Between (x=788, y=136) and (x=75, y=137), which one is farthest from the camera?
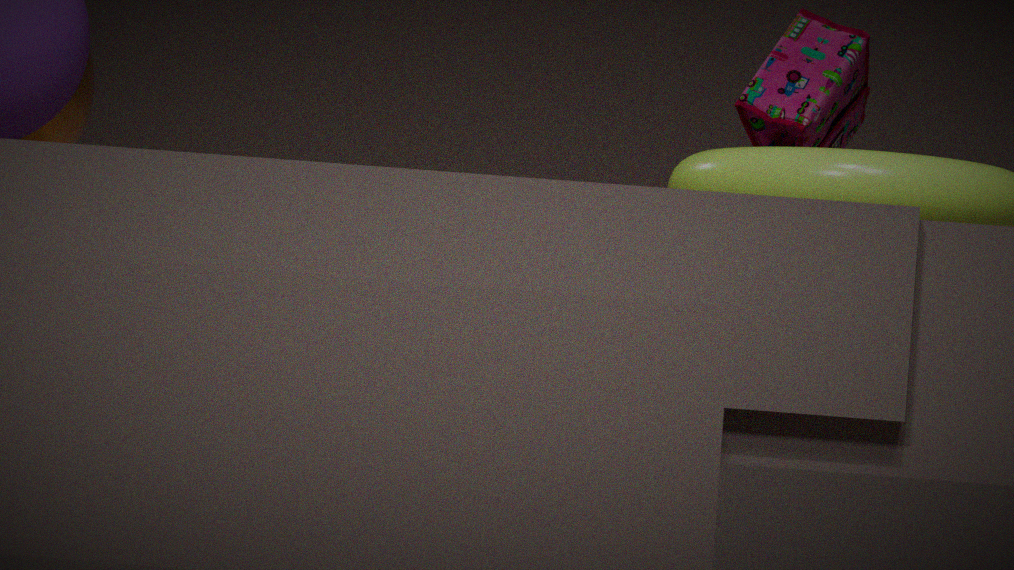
(x=788, y=136)
